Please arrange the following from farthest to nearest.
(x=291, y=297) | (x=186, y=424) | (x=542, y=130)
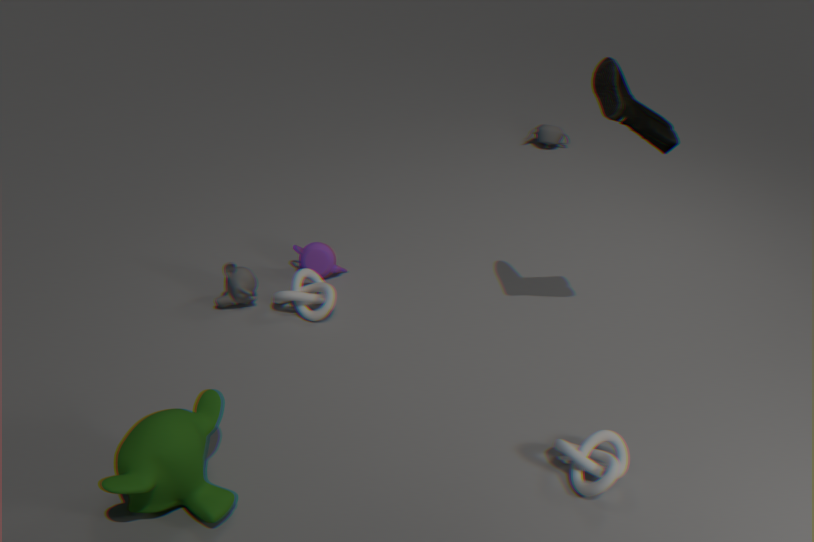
(x=542, y=130) < (x=291, y=297) < (x=186, y=424)
